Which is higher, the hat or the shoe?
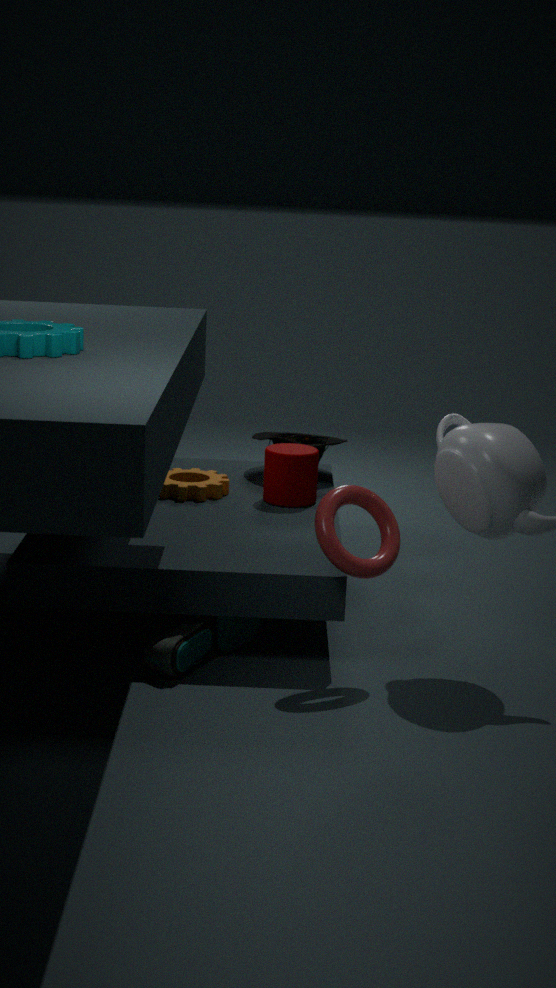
the hat
